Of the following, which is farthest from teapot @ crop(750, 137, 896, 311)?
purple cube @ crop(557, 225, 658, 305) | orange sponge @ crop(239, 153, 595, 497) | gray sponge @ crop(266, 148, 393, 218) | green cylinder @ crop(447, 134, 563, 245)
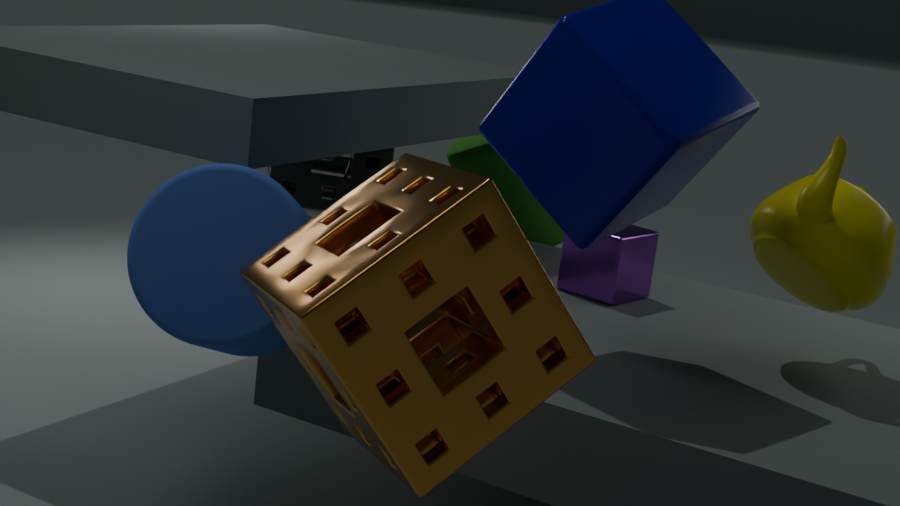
gray sponge @ crop(266, 148, 393, 218)
